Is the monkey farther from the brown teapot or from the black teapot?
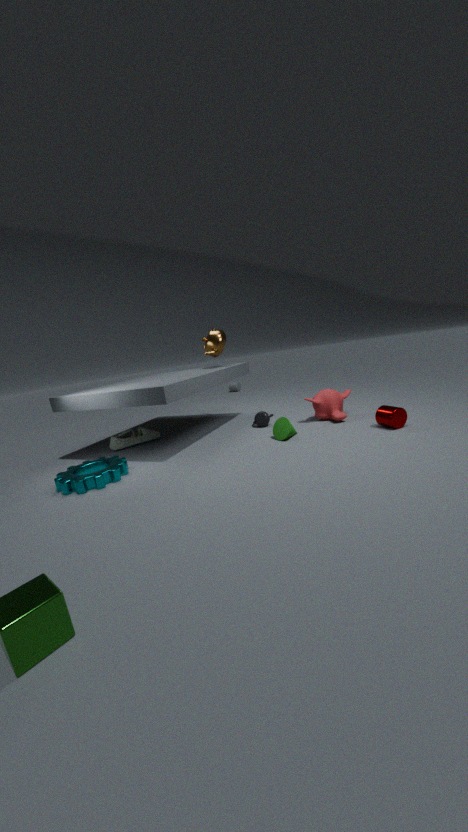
the brown teapot
